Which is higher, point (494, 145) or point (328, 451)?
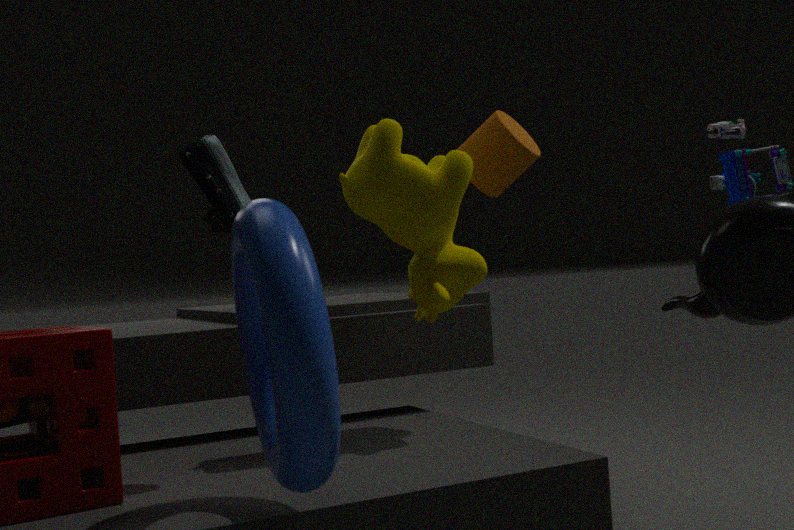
point (494, 145)
